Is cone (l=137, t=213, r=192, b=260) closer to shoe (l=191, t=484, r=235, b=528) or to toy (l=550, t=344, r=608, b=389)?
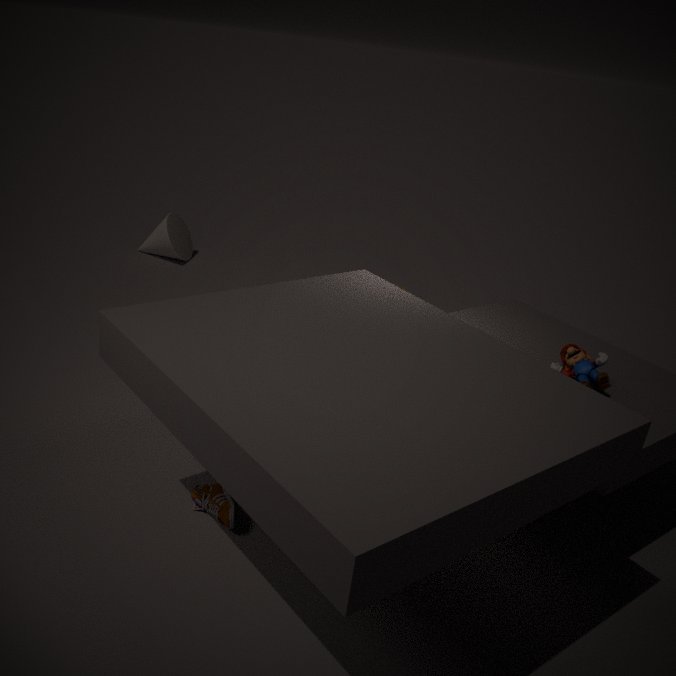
shoe (l=191, t=484, r=235, b=528)
